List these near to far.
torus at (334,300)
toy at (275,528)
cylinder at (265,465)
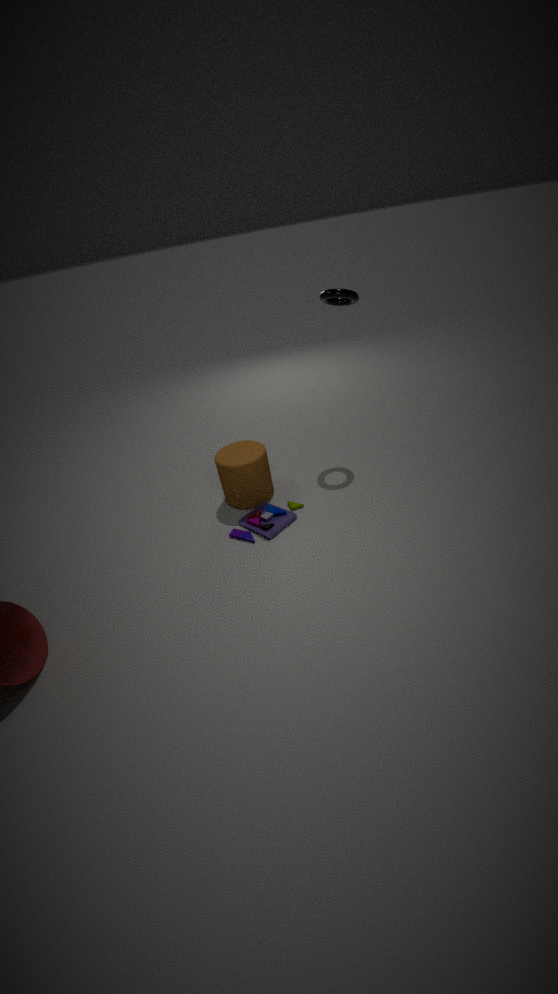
toy at (275,528) → torus at (334,300) → cylinder at (265,465)
